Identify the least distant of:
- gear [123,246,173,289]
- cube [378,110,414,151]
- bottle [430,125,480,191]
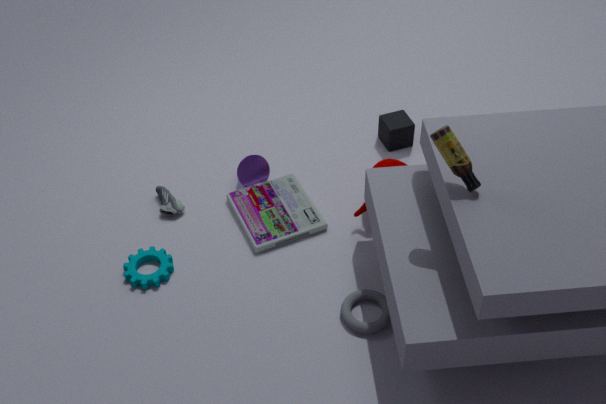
bottle [430,125,480,191]
